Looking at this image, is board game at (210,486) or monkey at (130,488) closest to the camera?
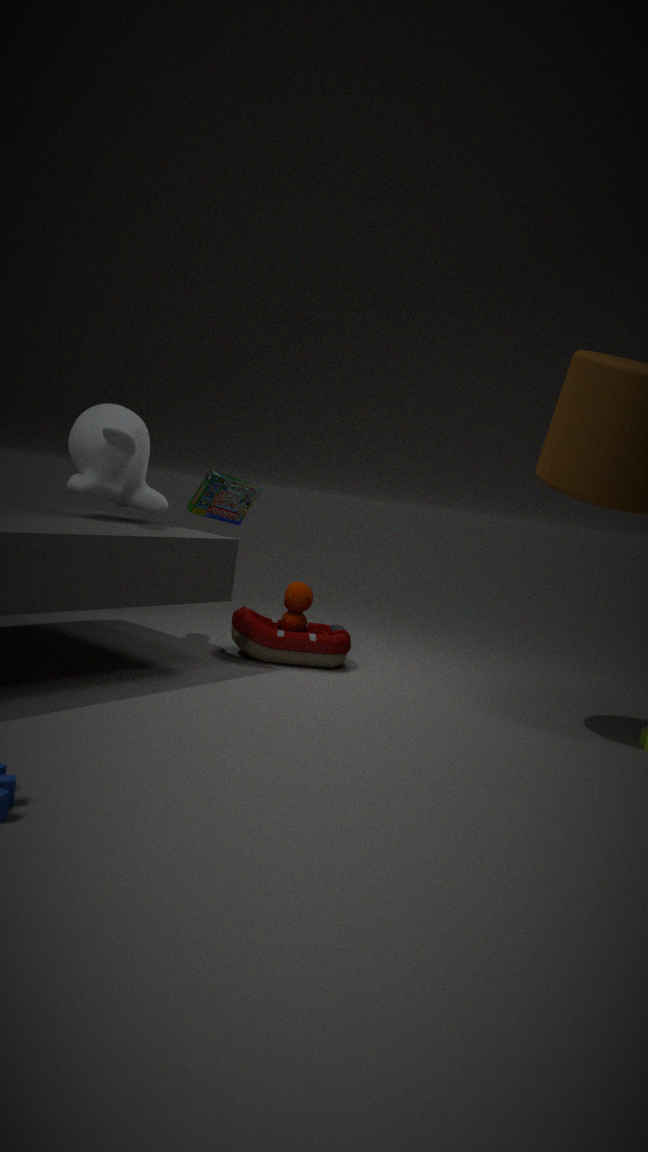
monkey at (130,488)
